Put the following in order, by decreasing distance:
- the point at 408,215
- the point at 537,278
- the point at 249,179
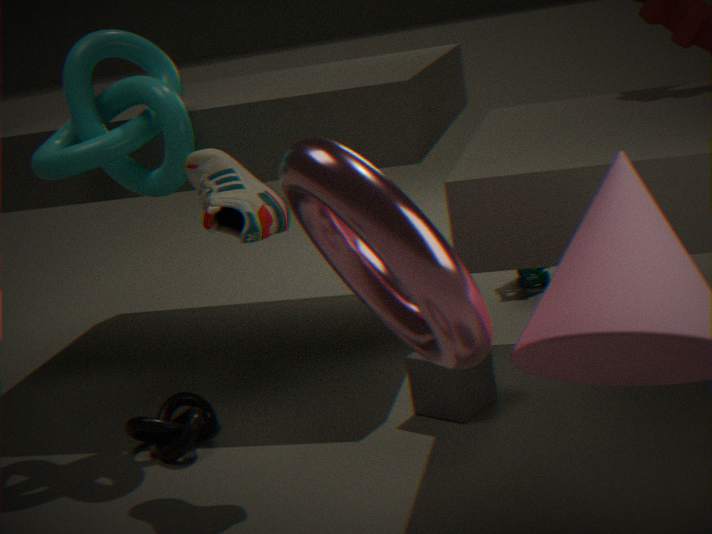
1. the point at 537,278
2. the point at 249,179
3. the point at 408,215
